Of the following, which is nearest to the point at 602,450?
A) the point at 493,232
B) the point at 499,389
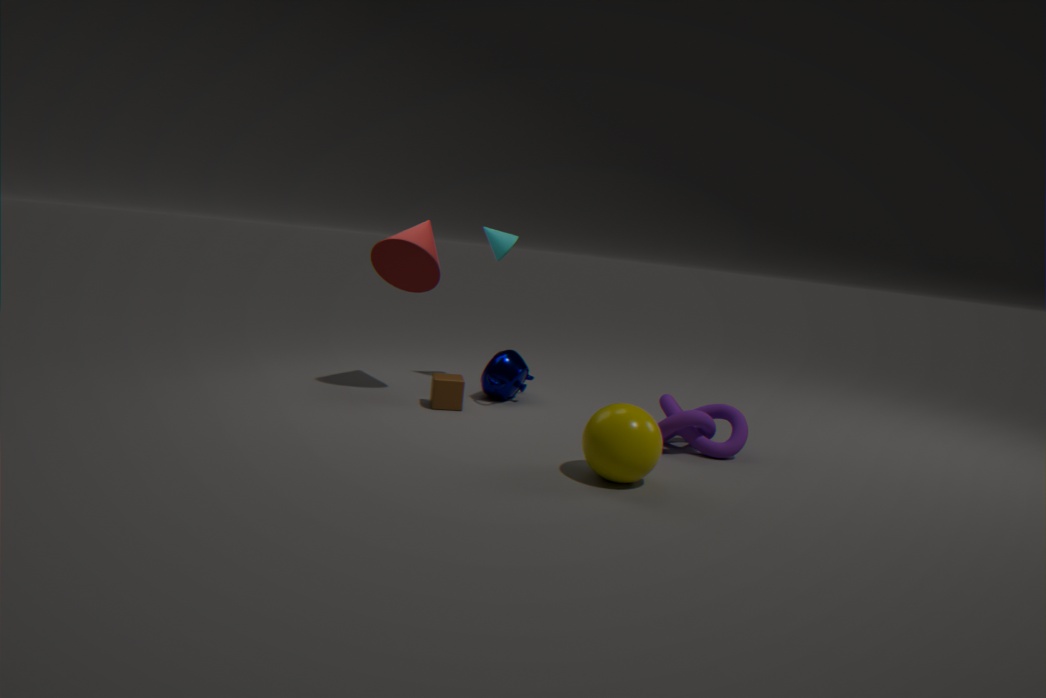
the point at 499,389
